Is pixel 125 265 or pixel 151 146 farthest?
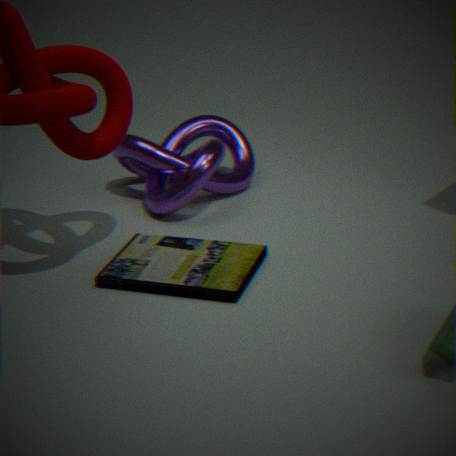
pixel 151 146
